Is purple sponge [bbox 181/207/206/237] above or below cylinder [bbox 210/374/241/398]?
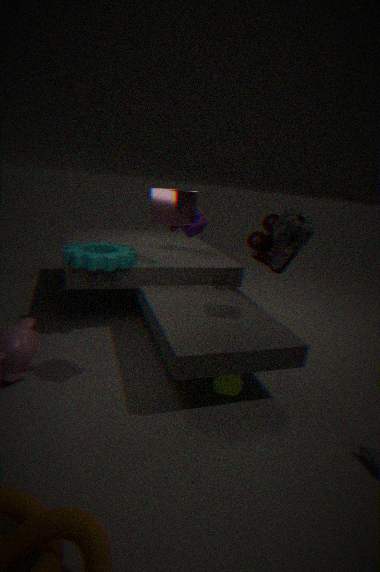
above
